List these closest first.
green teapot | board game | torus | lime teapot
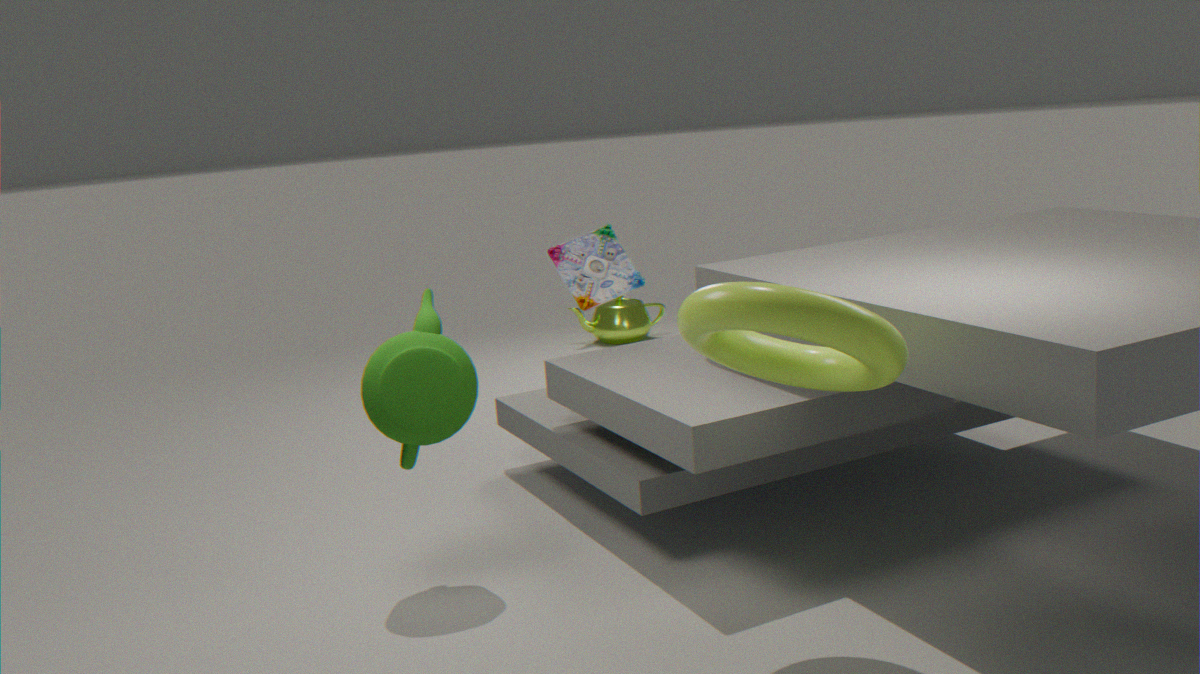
torus, green teapot, board game, lime teapot
